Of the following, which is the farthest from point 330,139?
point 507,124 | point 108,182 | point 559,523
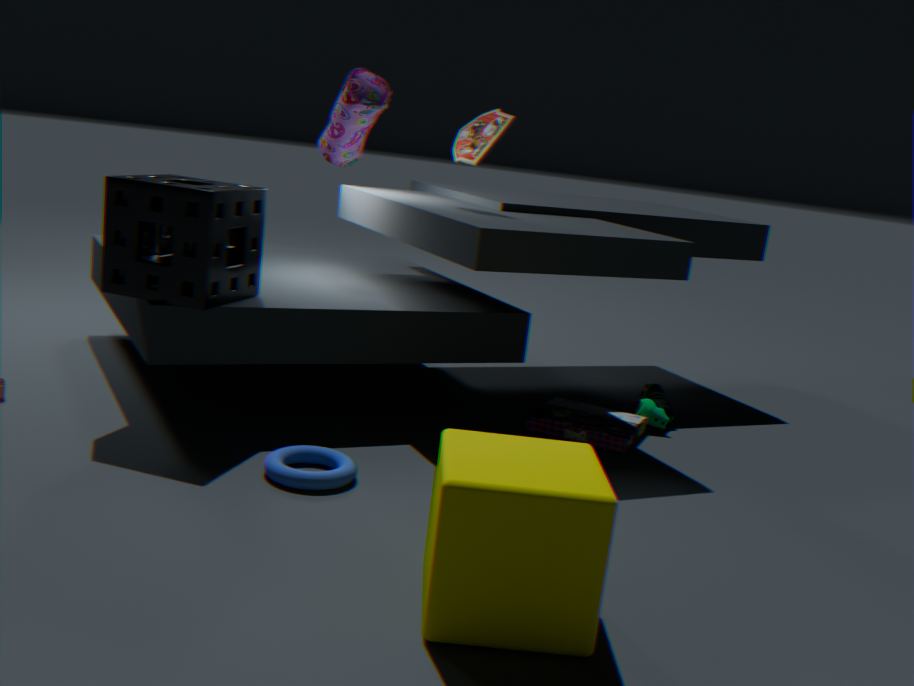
point 559,523
